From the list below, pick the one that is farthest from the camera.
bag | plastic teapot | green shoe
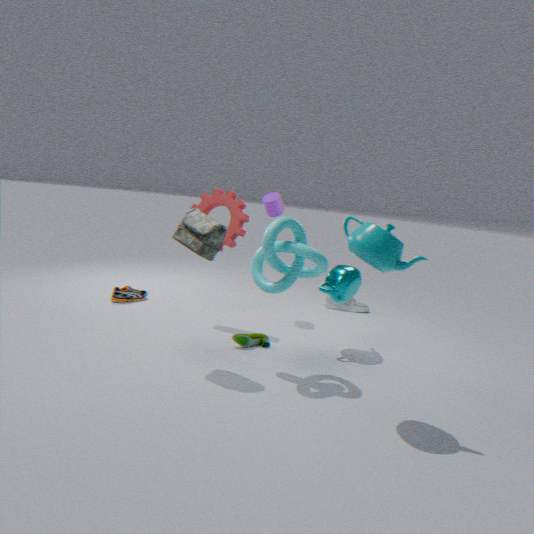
green shoe
